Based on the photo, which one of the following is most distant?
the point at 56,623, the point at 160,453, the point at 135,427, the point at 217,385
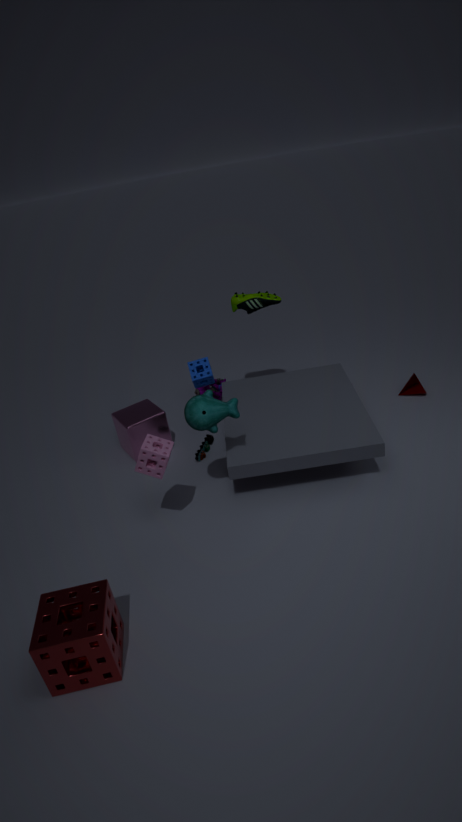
the point at 217,385
